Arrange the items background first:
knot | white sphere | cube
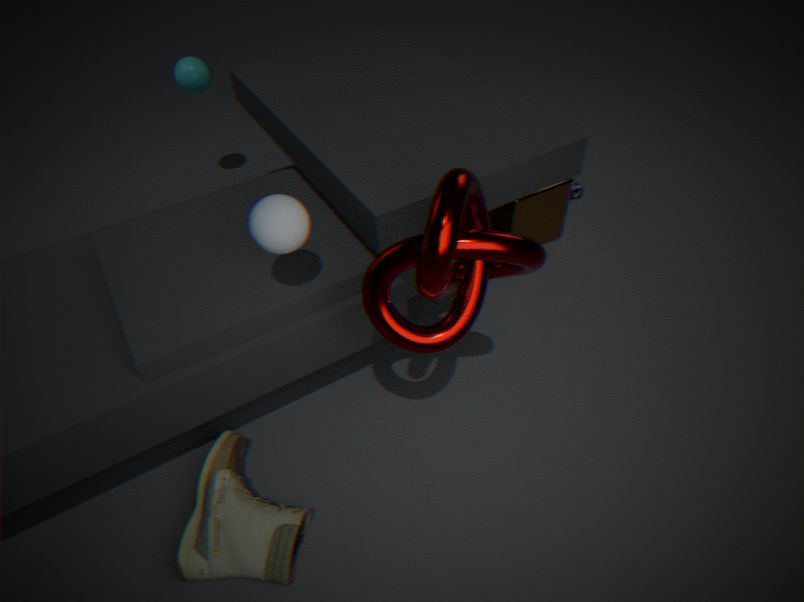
cube
white sphere
knot
